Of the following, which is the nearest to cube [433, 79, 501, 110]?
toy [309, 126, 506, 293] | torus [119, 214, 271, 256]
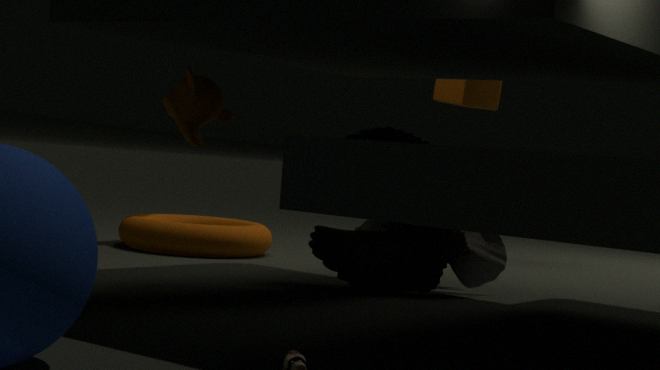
toy [309, 126, 506, 293]
